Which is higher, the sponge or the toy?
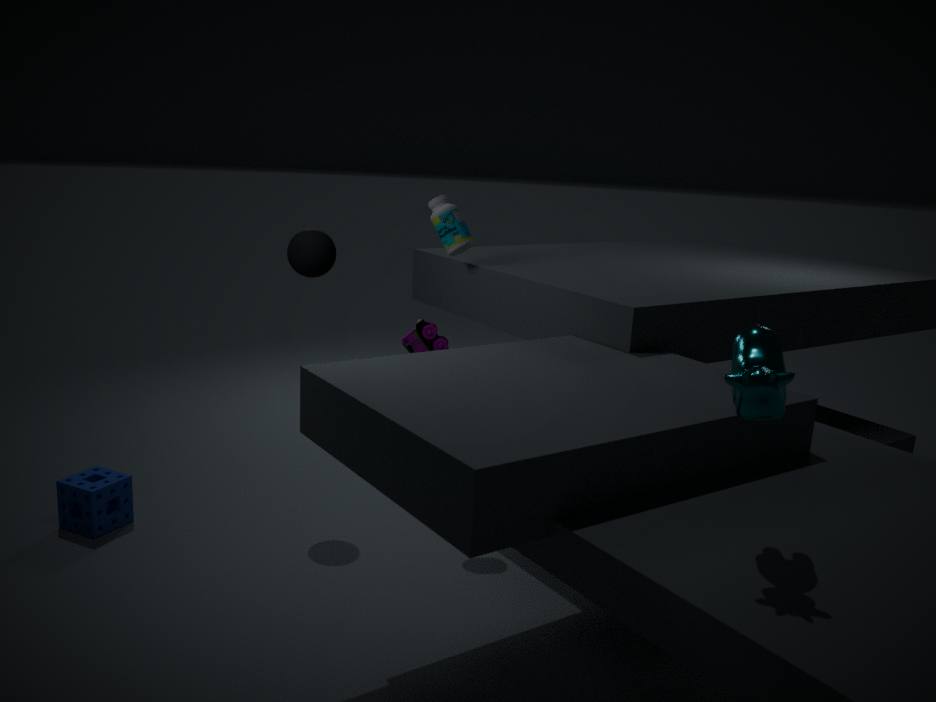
the toy
